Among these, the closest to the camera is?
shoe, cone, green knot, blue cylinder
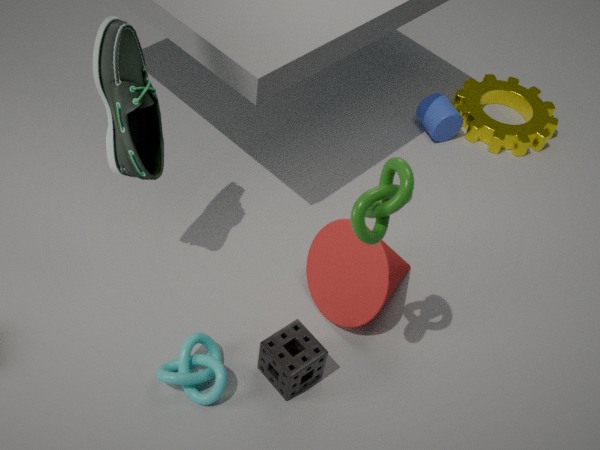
green knot
